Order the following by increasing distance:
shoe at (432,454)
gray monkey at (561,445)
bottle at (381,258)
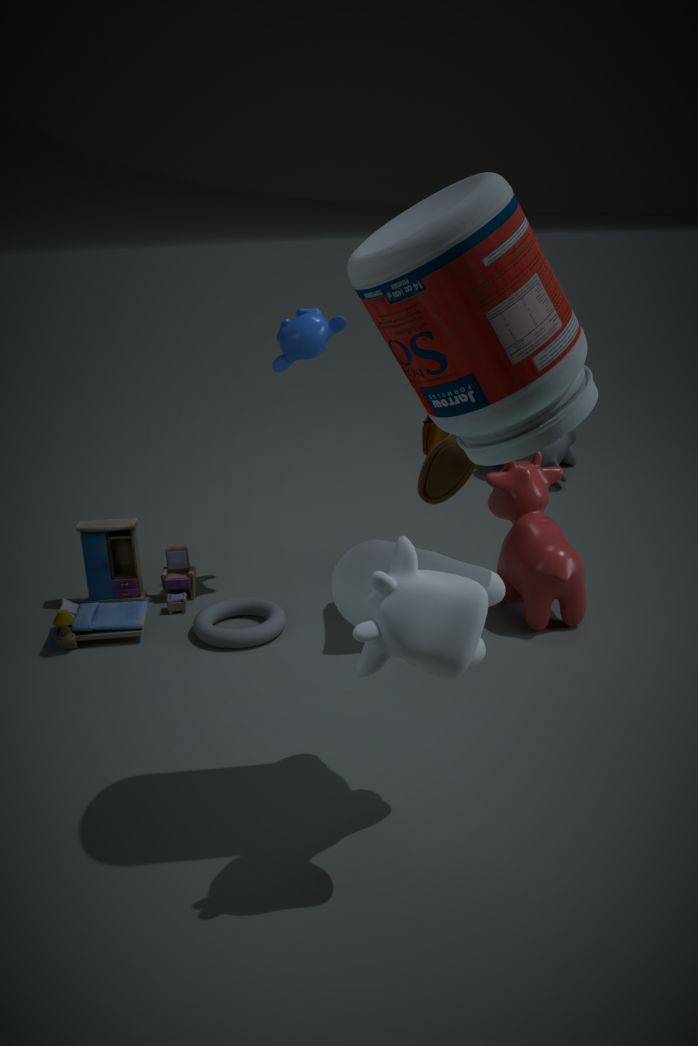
bottle at (381,258), shoe at (432,454), gray monkey at (561,445)
